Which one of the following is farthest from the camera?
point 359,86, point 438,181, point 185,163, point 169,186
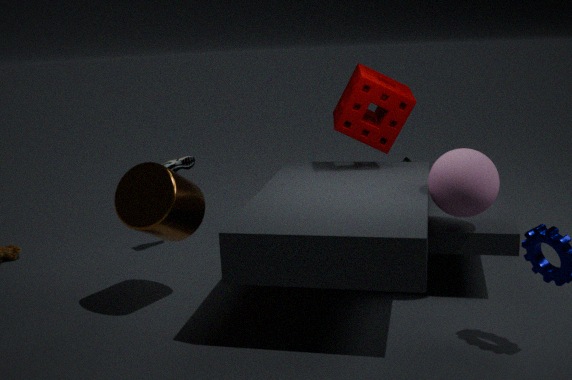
point 185,163
